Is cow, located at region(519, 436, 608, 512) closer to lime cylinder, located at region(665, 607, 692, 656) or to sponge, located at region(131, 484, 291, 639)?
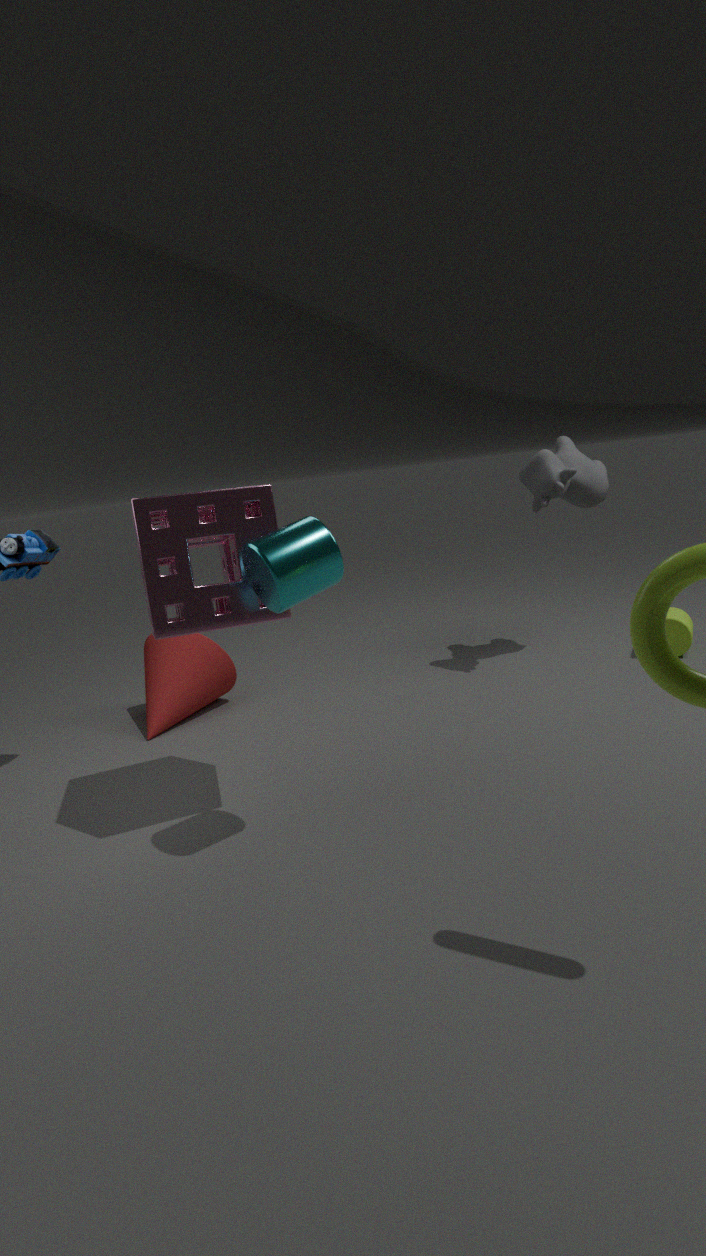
lime cylinder, located at region(665, 607, 692, 656)
